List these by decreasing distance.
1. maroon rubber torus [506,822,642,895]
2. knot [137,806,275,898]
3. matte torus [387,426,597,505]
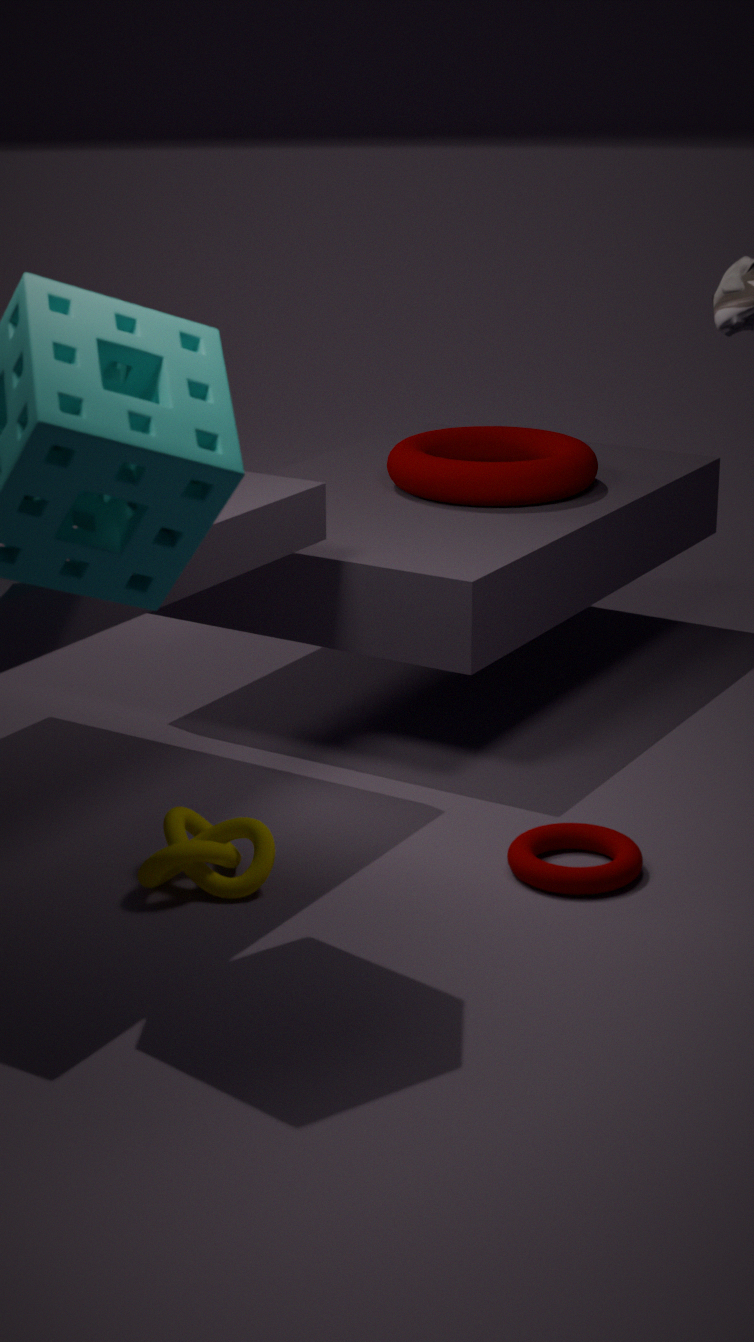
matte torus [387,426,597,505]
maroon rubber torus [506,822,642,895]
knot [137,806,275,898]
